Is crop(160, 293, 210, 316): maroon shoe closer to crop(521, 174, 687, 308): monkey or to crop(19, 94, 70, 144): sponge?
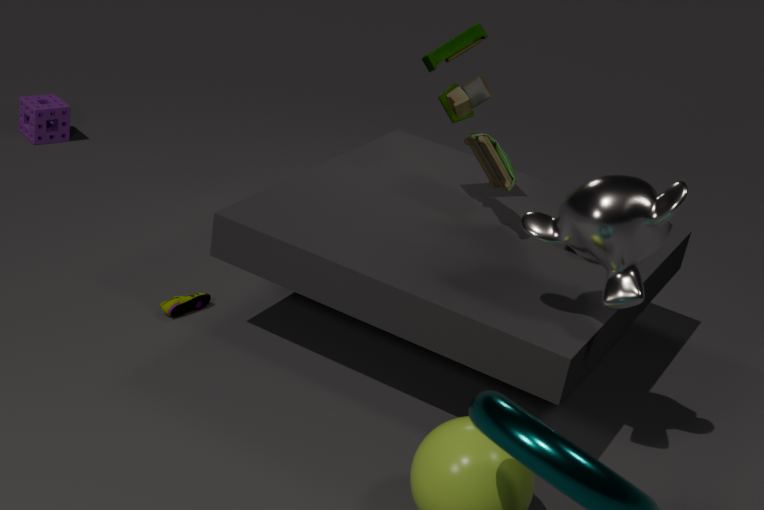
crop(521, 174, 687, 308): monkey
